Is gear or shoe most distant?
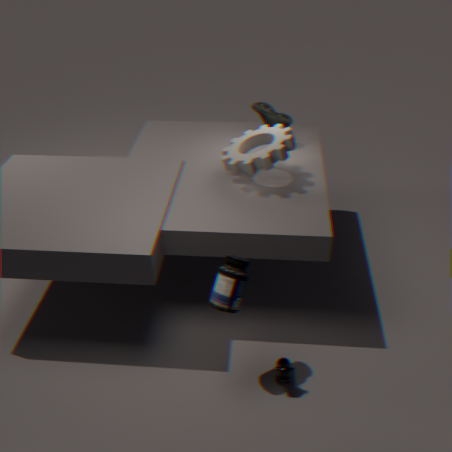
shoe
